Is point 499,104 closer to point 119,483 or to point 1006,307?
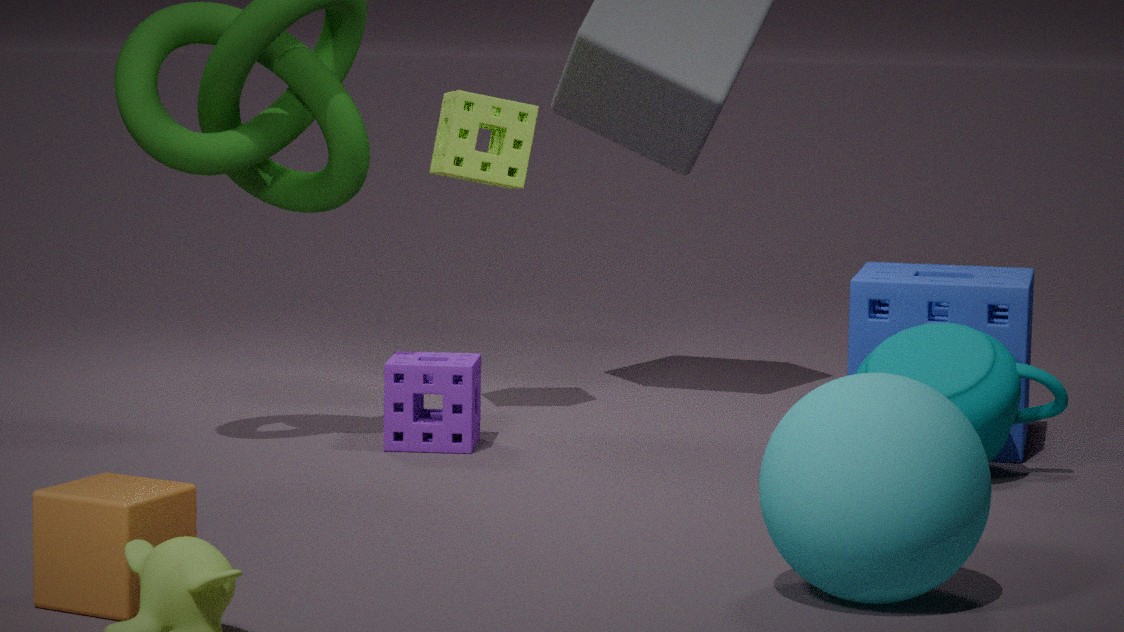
point 1006,307
